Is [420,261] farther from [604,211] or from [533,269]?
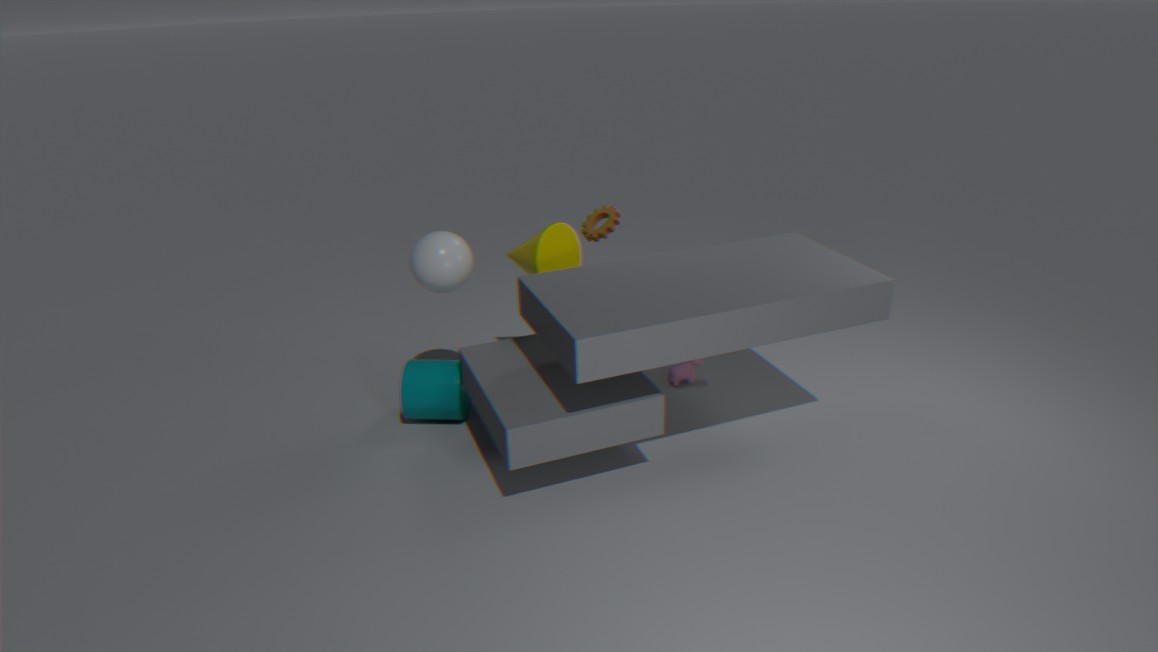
[604,211]
